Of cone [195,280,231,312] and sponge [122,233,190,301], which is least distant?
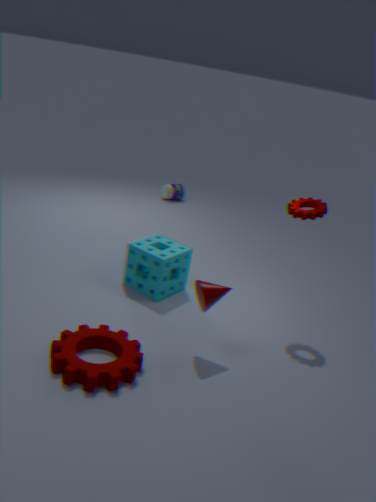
cone [195,280,231,312]
